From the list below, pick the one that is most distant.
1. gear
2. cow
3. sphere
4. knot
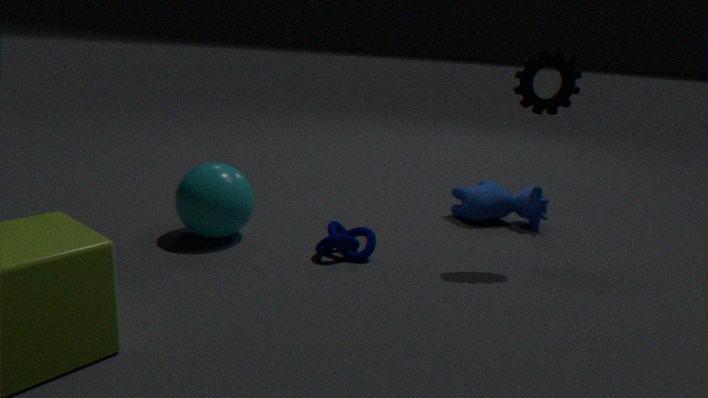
cow
